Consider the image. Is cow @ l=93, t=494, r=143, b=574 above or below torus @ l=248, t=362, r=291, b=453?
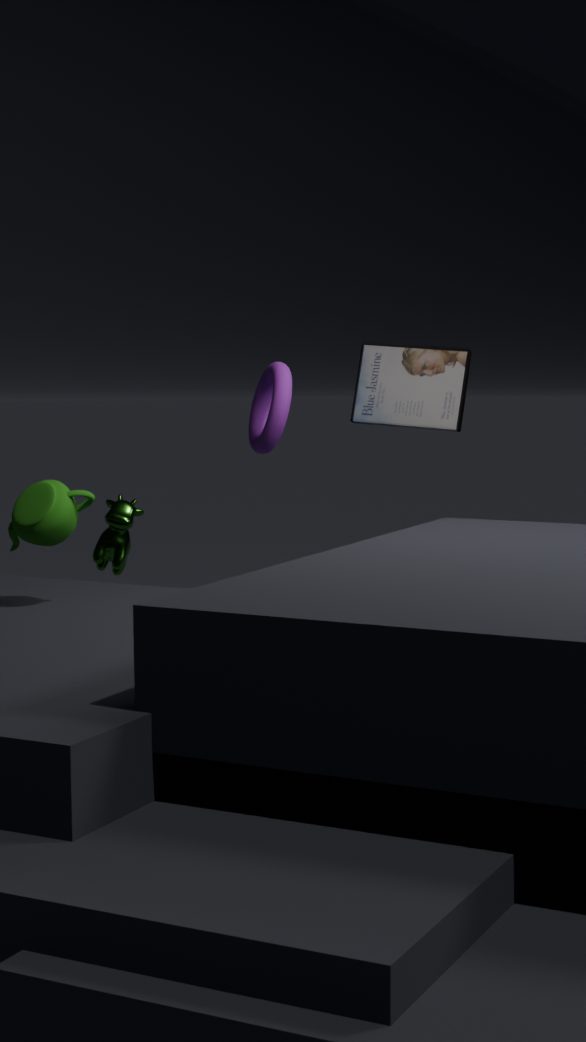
below
